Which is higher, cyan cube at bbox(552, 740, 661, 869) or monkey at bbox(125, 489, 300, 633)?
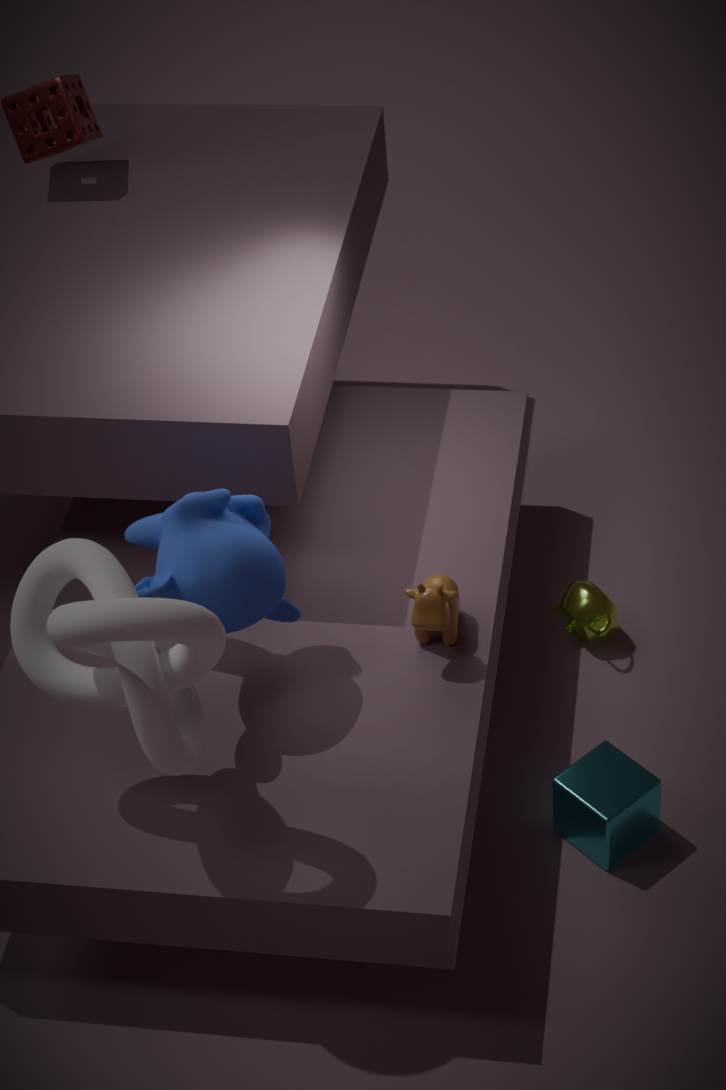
monkey at bbox(125, 489, 300, 633)
